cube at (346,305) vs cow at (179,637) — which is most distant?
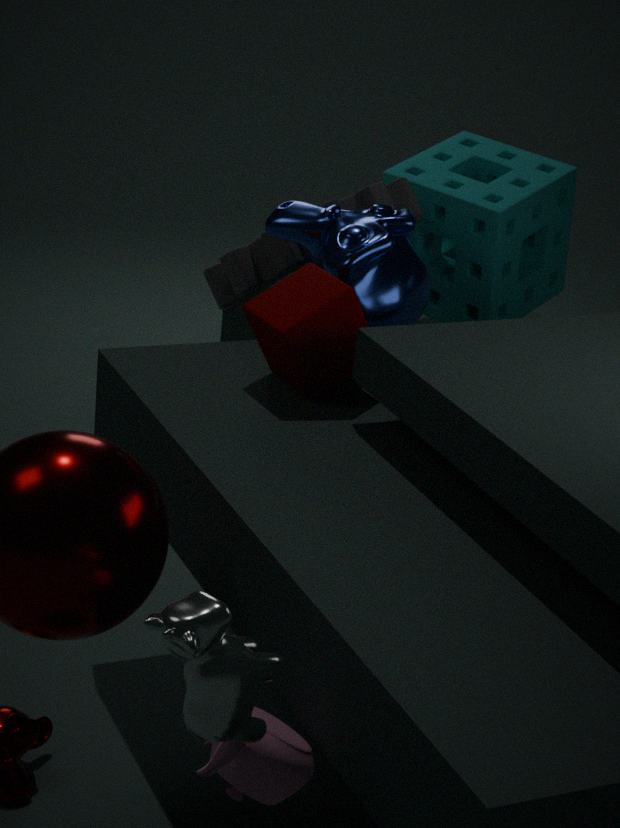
cube at (346,305)
